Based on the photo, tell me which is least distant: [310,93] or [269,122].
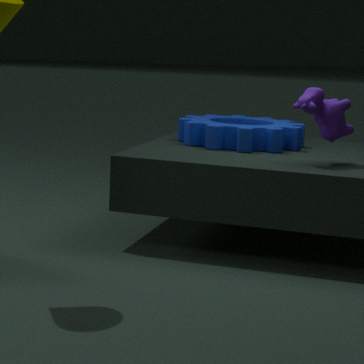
[310,93]
